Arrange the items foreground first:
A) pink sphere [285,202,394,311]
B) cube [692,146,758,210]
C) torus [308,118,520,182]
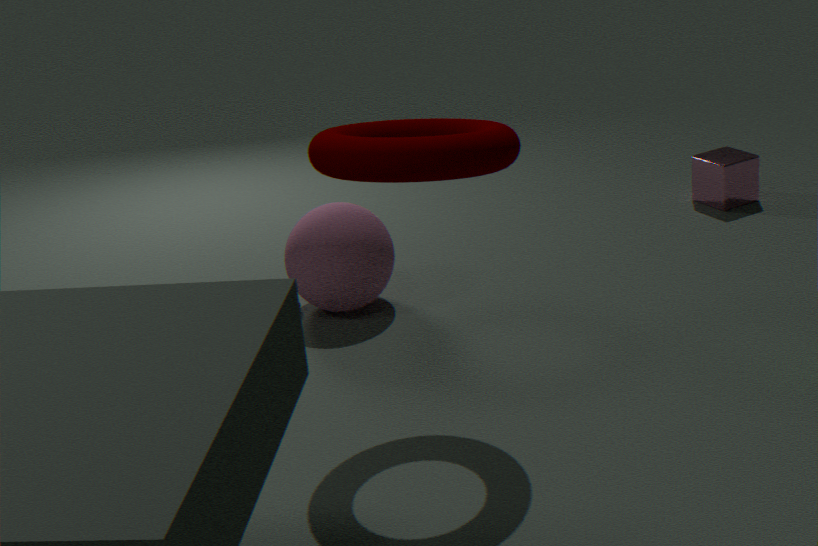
torus [308,118,520,182] → pink sphere [285,202,394,311] → cube [692,146,758,210]
